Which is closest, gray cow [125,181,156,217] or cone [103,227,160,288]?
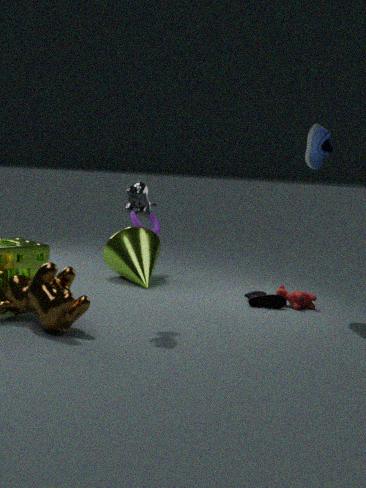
gray cow [125,181,156,217]
